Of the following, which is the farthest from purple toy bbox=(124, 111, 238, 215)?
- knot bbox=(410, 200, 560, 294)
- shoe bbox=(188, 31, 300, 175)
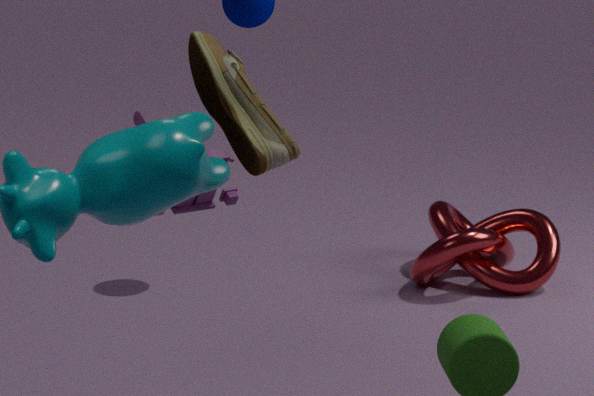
knot bbox=(410, 200, 560, 294)
